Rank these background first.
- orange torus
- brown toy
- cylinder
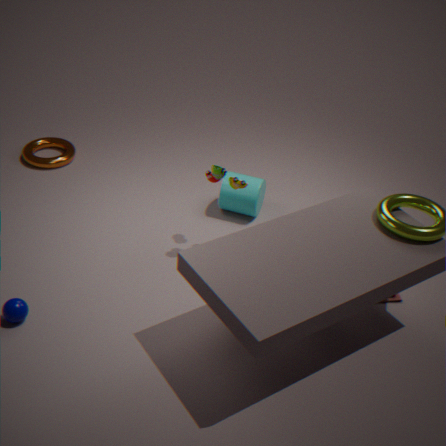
orange torus → cylinder → brown toy
